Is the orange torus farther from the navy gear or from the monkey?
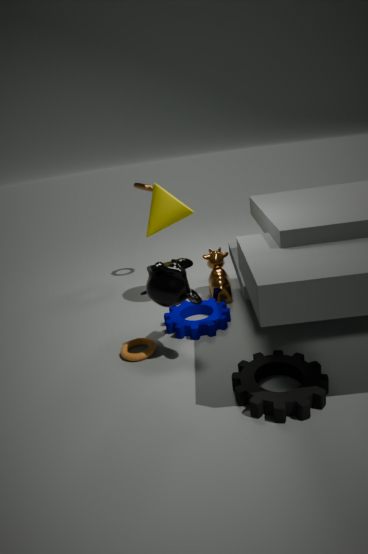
the monkey
